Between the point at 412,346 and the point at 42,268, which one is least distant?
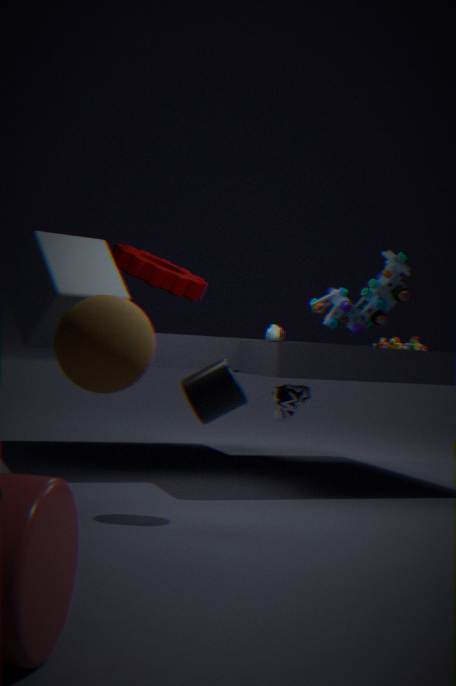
the point at 42,268
